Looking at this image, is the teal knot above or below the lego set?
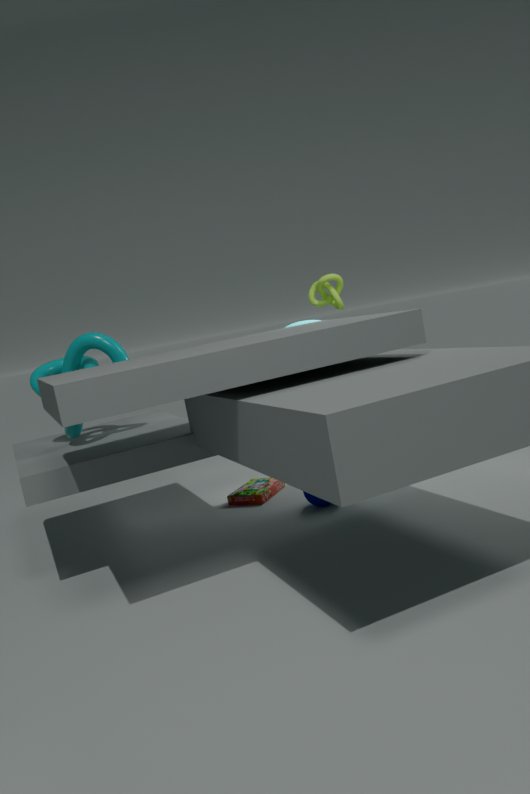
above
